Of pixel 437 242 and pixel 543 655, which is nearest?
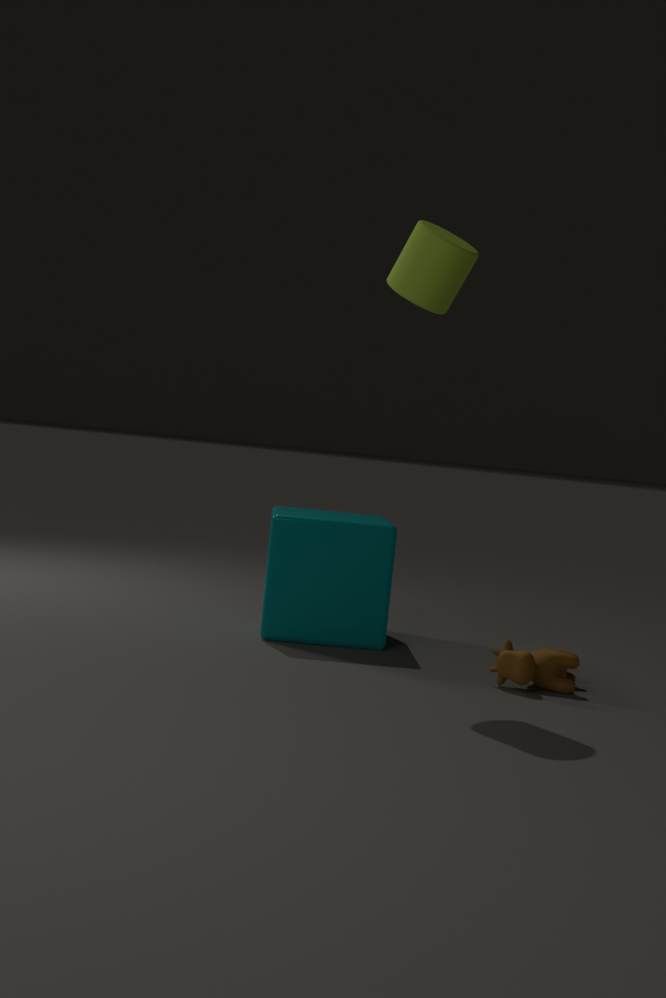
pixel 437 242
